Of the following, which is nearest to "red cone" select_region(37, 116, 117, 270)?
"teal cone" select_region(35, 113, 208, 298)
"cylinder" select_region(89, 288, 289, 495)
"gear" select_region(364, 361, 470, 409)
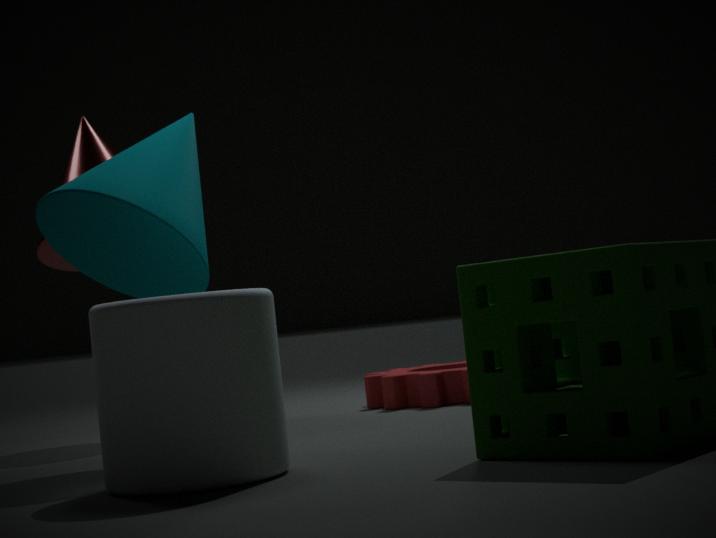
"teal cone" select_region(35, 113, 208, 298)
